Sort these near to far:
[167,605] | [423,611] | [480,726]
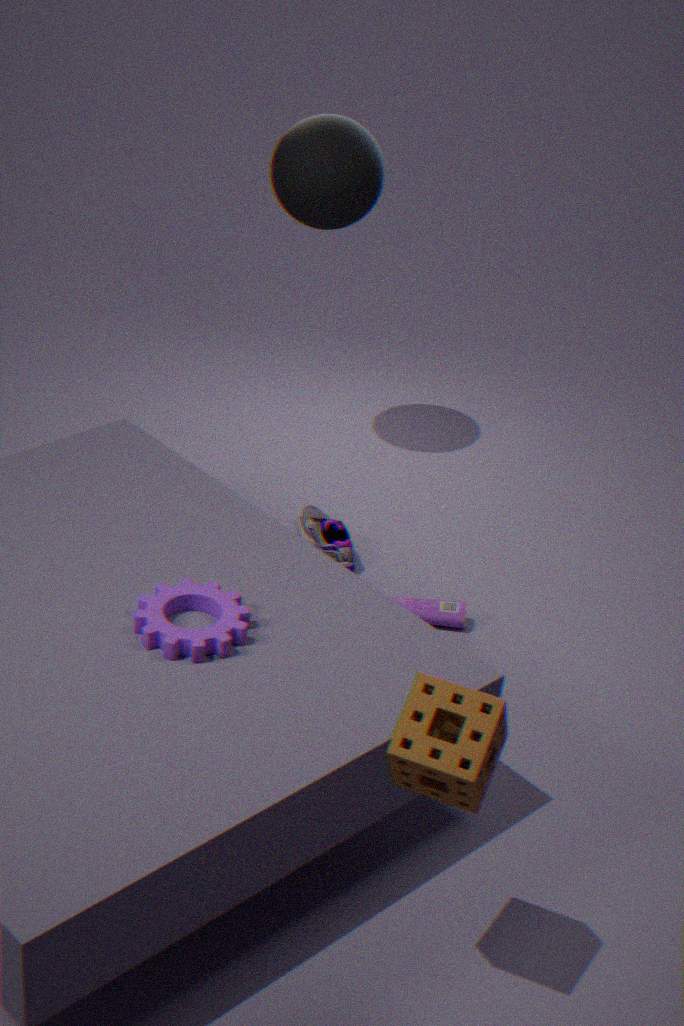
[480,726] → [167,605] → [423,611]
